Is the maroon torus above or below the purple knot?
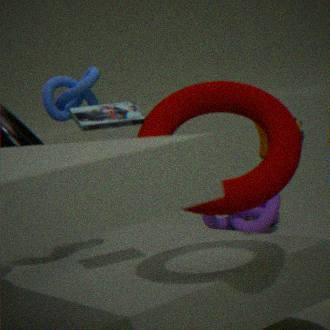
above
